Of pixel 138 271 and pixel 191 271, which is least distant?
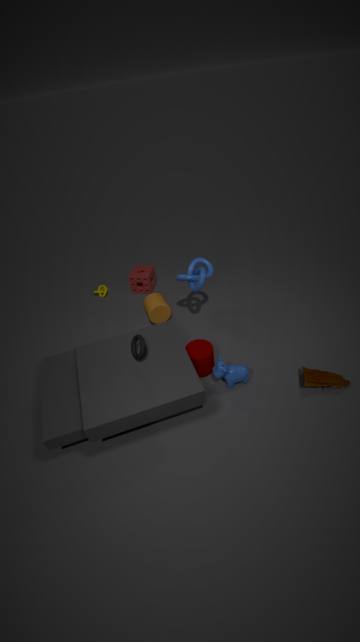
pixel 191 271
